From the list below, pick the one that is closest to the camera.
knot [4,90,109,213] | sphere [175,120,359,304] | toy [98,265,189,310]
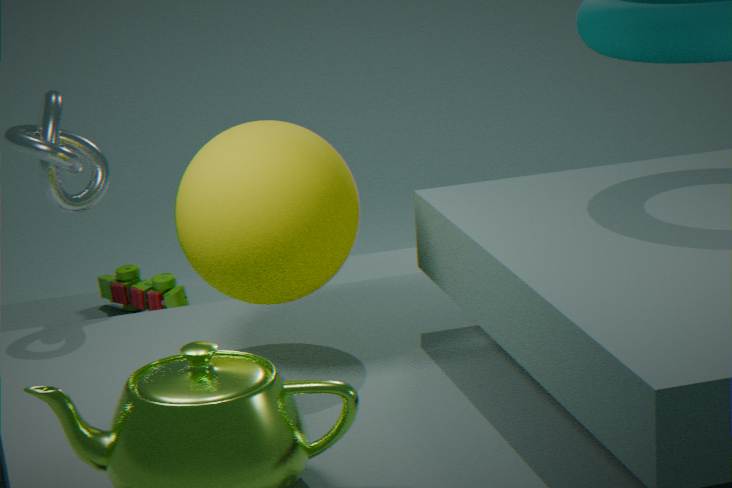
sphere [175,120,359,304]
